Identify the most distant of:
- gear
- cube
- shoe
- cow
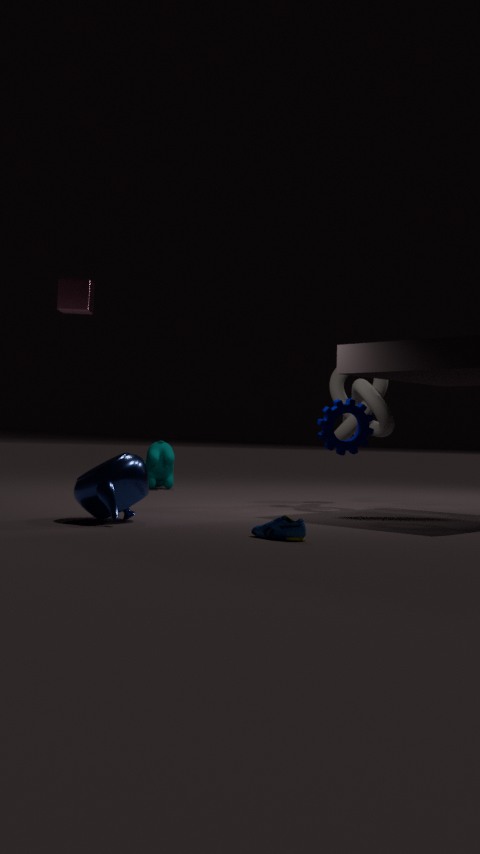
cow
